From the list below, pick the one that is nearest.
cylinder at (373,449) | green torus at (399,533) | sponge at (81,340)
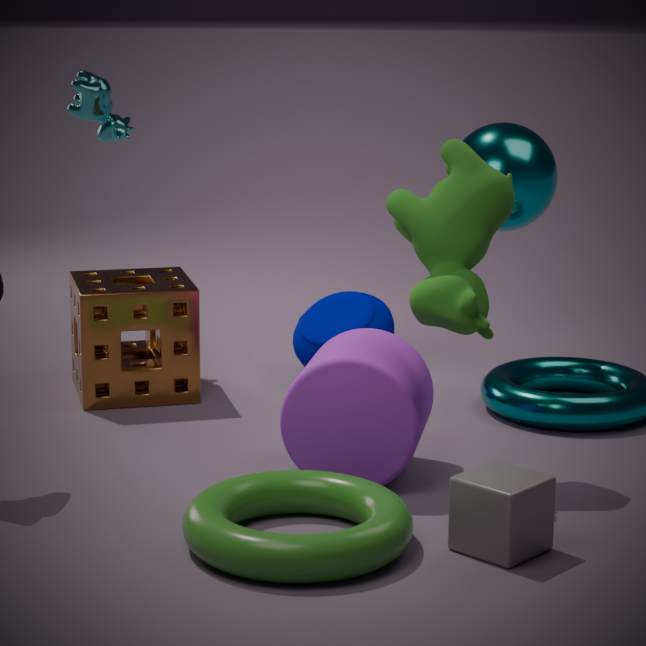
green torus at (399,533)
